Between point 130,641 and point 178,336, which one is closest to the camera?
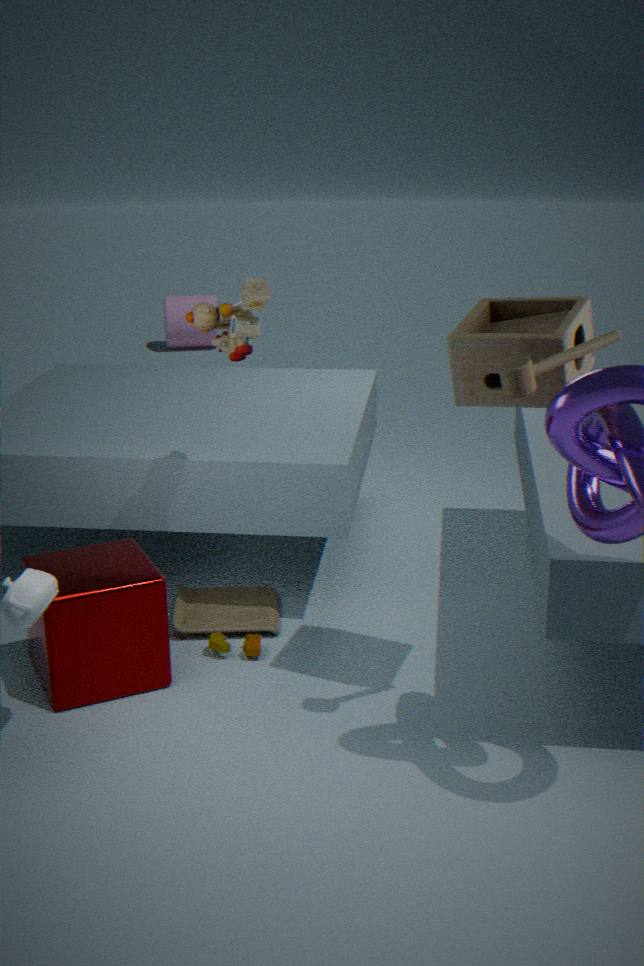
point 130,641
